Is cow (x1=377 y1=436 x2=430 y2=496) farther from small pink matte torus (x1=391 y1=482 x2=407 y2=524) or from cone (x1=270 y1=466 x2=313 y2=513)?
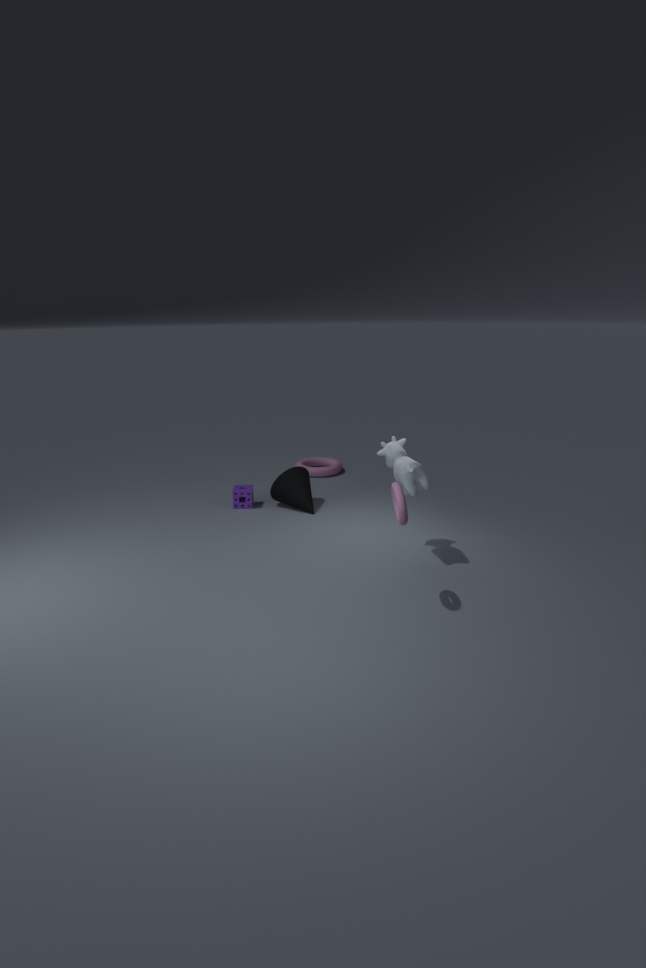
cone (x1=270 y1=466 x2=313 y2=513)
